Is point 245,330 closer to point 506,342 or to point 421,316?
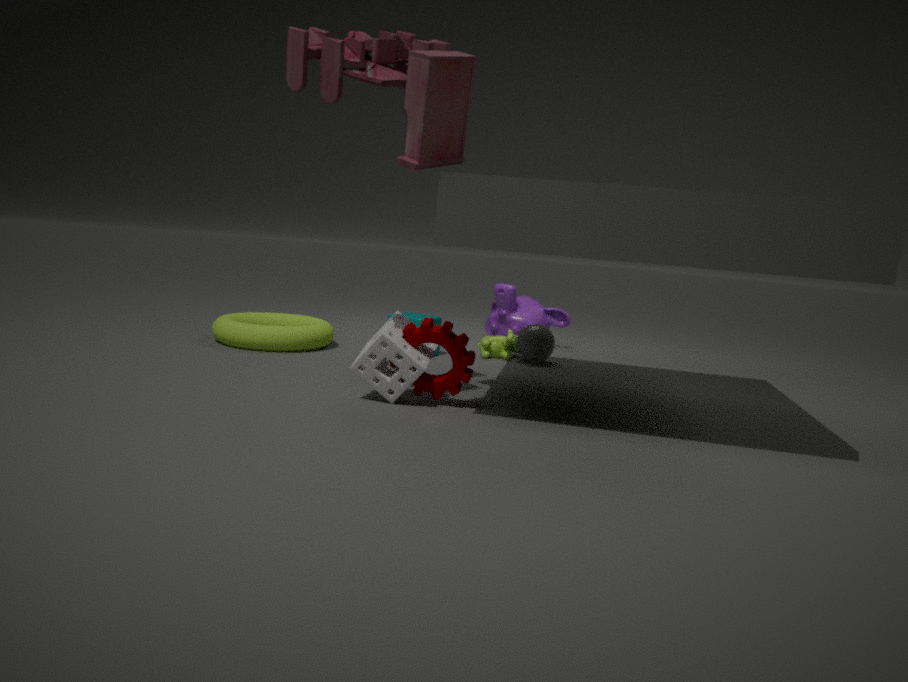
point 421,316
